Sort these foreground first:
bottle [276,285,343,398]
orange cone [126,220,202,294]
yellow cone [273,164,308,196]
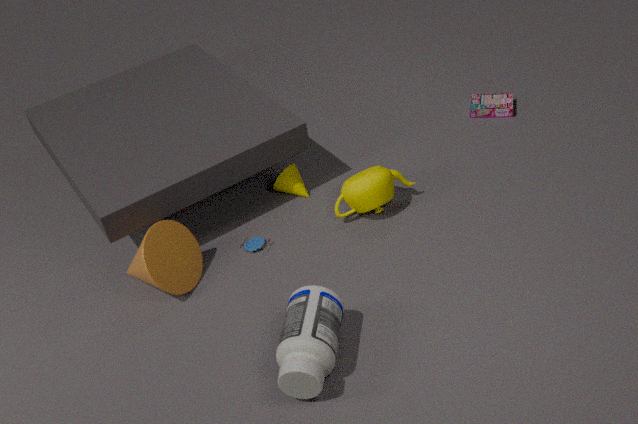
1. bottle [276,285,343,398]
2. orange cone [126,220,202,294]
3. yellow cone [273,164,308,196]
